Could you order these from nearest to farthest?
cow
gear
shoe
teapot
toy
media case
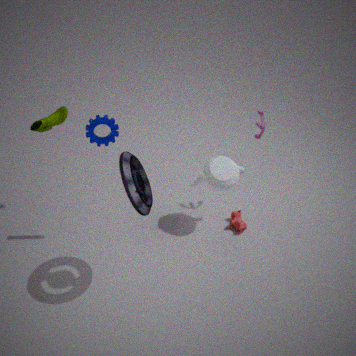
→ media case < gear < shoe < teapot < toy < cow
